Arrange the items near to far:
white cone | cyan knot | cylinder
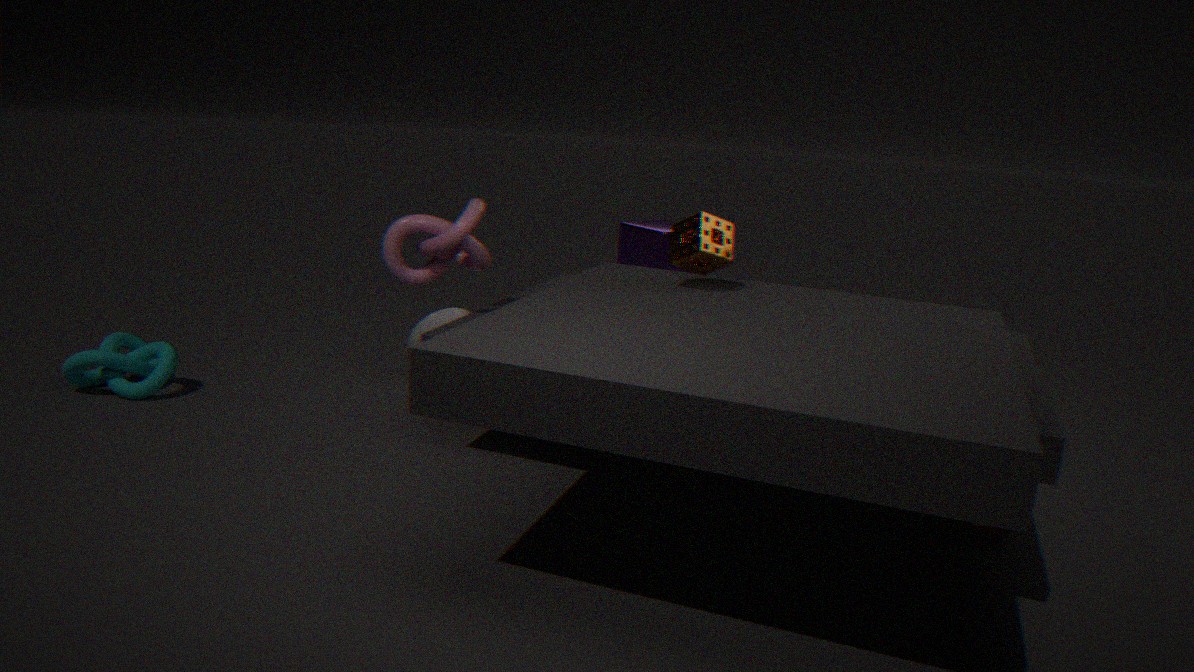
1. cylinder
2. cyan knot
3. white cone
